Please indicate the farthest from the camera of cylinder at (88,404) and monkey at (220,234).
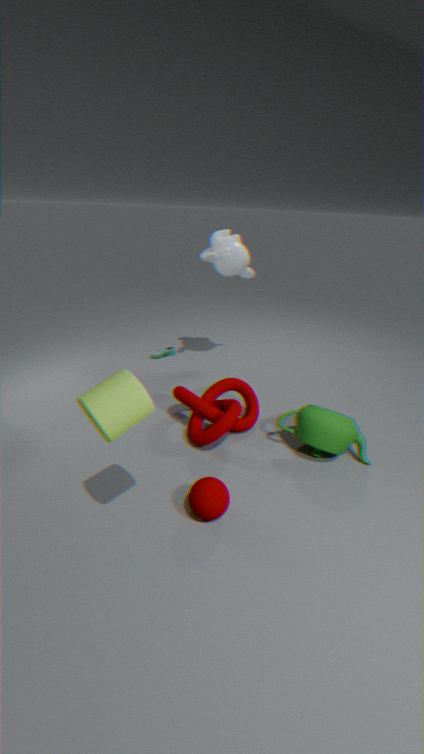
monkey at (220,234)
